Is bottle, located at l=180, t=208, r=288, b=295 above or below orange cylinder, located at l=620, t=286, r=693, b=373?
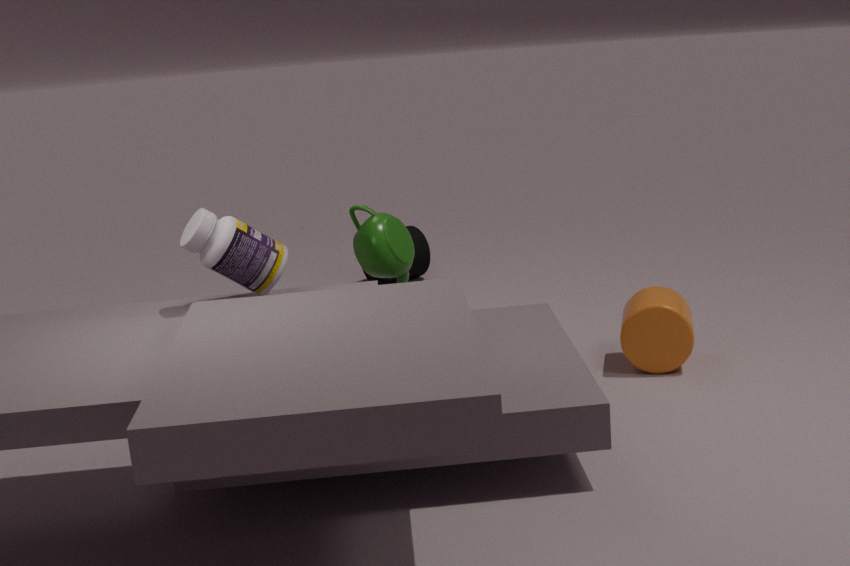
above
